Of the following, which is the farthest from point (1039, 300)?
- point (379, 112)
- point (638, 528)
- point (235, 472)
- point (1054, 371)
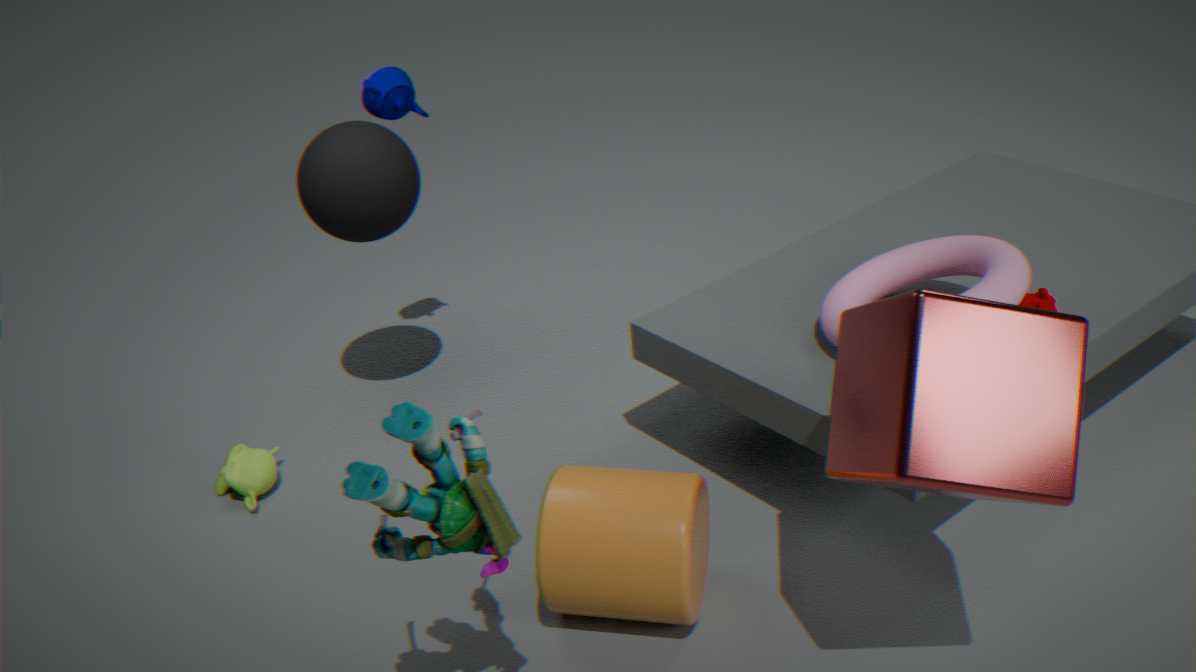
point (235, 472)
